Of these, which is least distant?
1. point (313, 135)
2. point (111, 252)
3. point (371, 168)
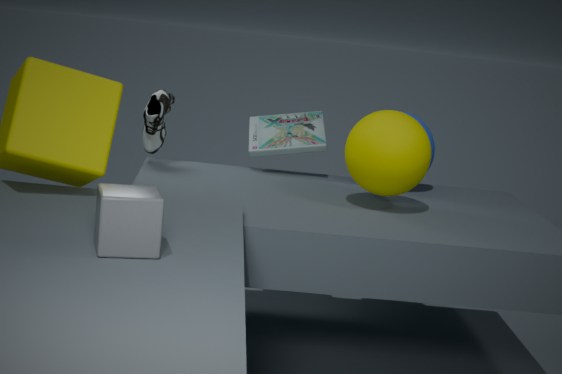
point (111, 252)
